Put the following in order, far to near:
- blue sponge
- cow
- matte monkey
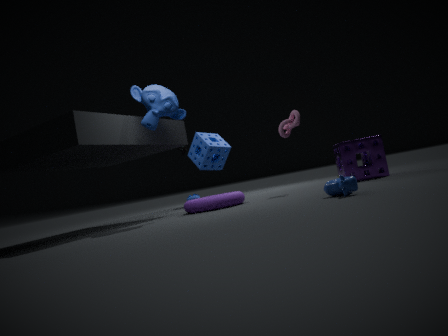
blue sponge, matte monkey, cow
